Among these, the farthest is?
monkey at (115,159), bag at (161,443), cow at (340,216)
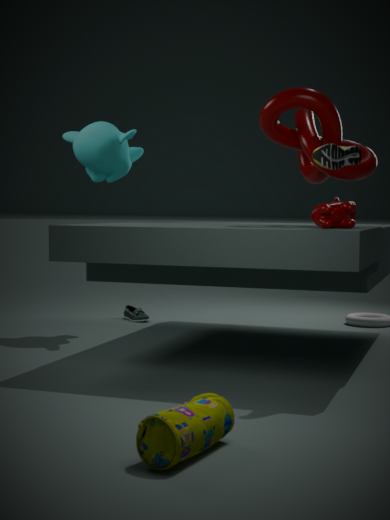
monkey at (115,159)
